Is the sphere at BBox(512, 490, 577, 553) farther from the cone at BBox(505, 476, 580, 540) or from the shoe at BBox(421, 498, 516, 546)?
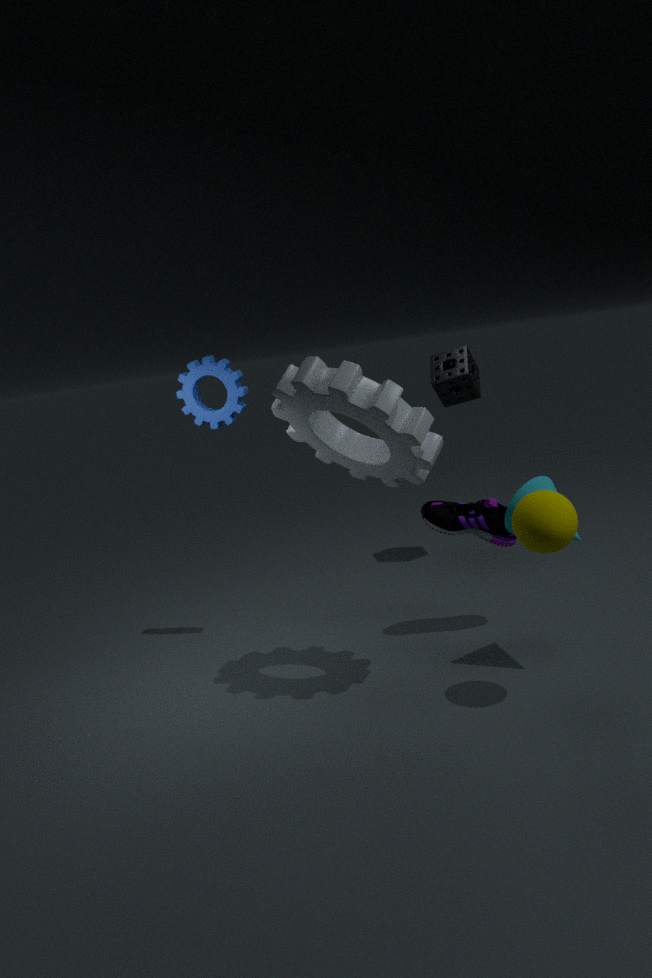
the shoe at BBox(421, 498, 516, 546)
